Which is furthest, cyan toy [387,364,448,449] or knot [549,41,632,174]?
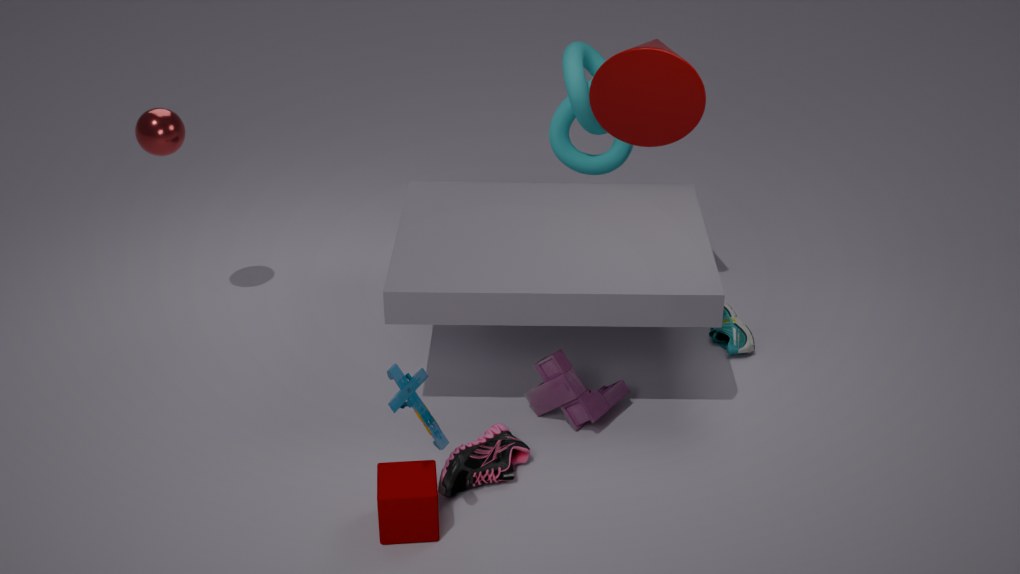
knot [549,41,632,174]
